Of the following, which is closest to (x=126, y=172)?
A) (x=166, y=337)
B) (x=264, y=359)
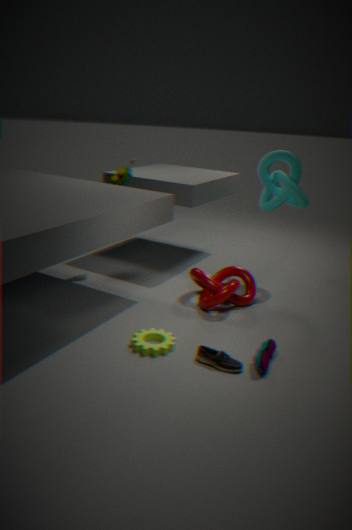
(x=166, y=337)
